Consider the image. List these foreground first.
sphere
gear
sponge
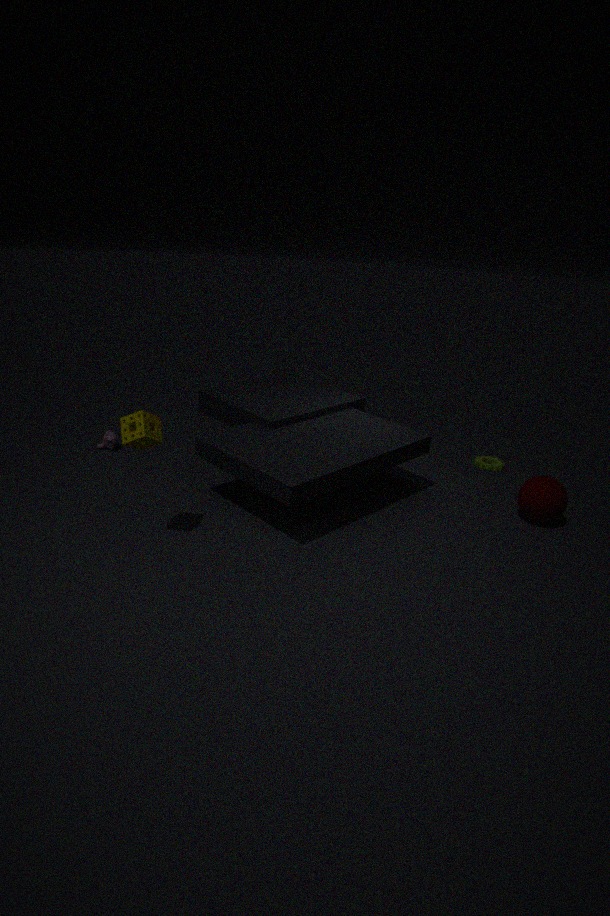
sponge
sphere
gear
